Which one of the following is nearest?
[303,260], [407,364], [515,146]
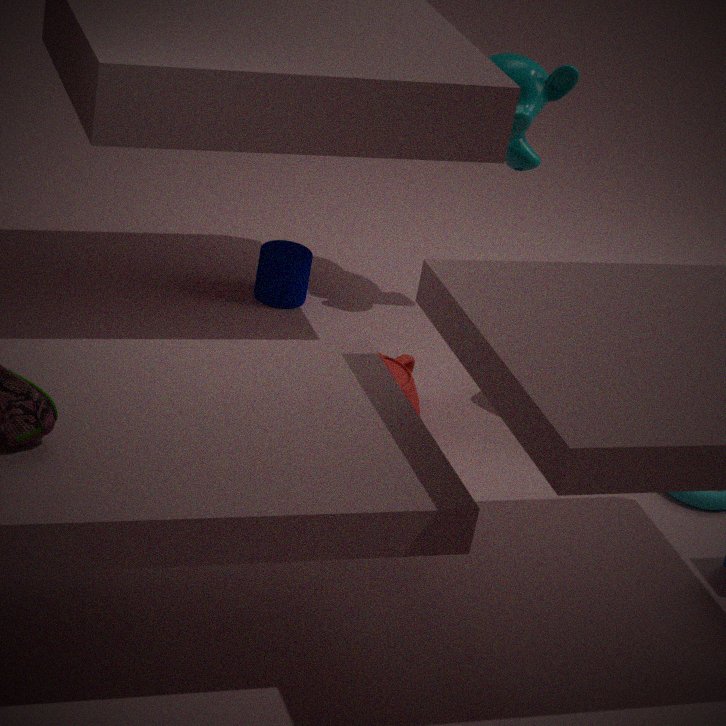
[407,364]
